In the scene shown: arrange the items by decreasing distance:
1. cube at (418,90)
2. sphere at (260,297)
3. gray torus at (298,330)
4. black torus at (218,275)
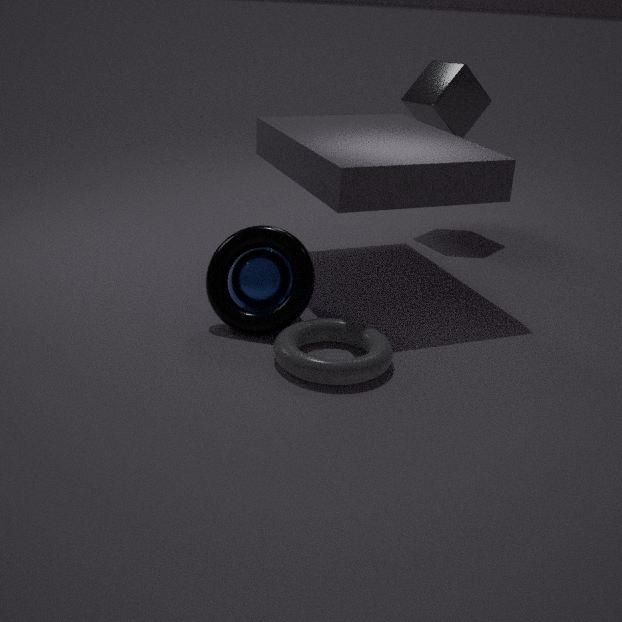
1. cube at (418,90)
2. sphere at (260,297)
3. black torus at (218,275)
4. gray torus at (298,330)
